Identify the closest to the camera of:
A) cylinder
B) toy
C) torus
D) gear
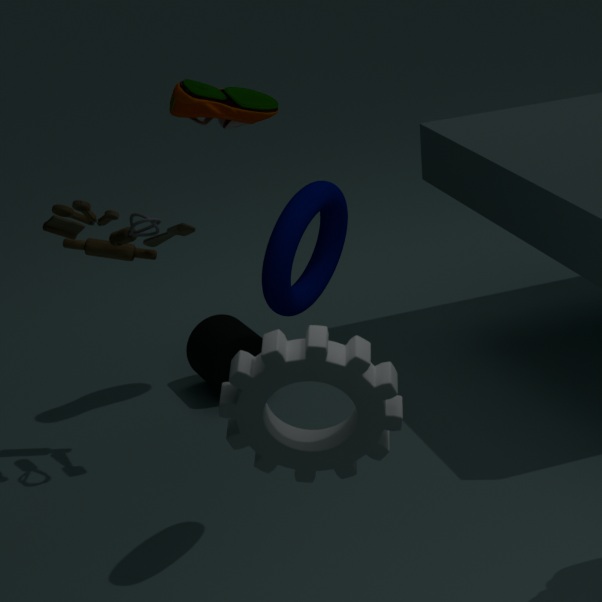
gear
